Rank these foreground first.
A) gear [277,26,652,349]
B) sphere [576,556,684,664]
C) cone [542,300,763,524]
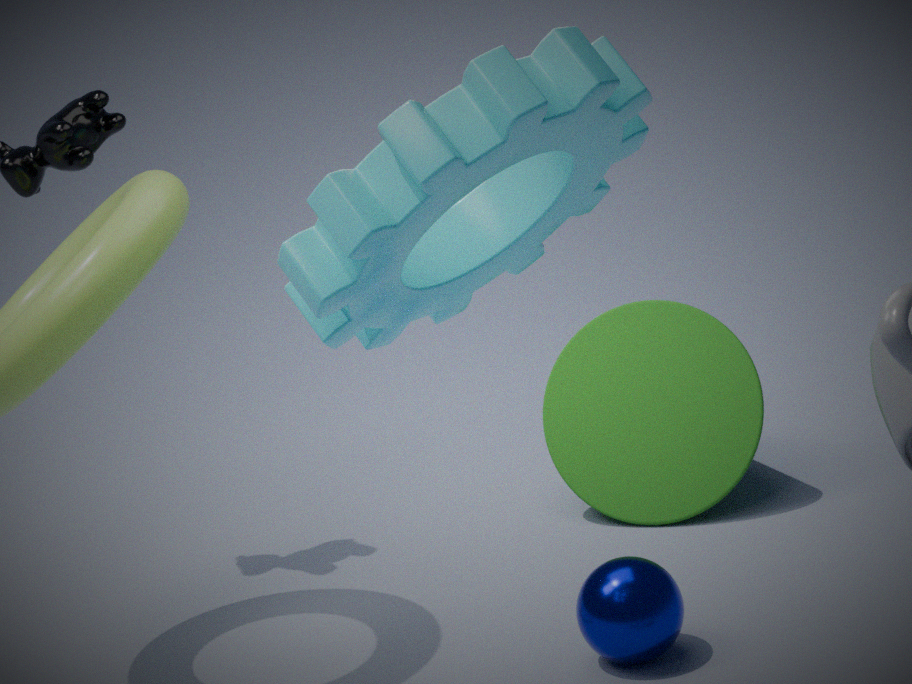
gear [277,26,652,349], sphere [576,556,684,664], cone [542,300,763,524]
